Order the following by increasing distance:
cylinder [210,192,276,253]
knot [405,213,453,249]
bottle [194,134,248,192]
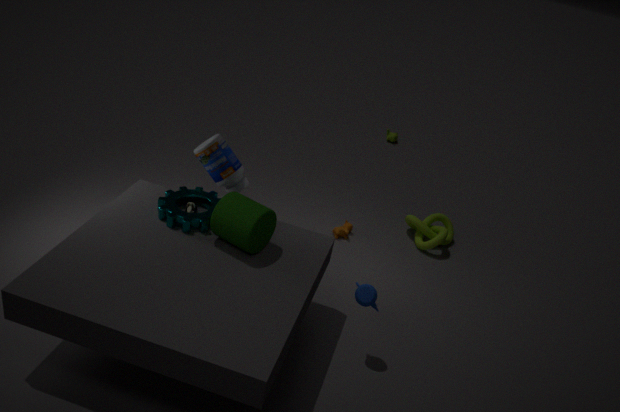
cylinder [210,192,276,253]
bottle [194,134,248,192]
knot [405,213,453,249]
